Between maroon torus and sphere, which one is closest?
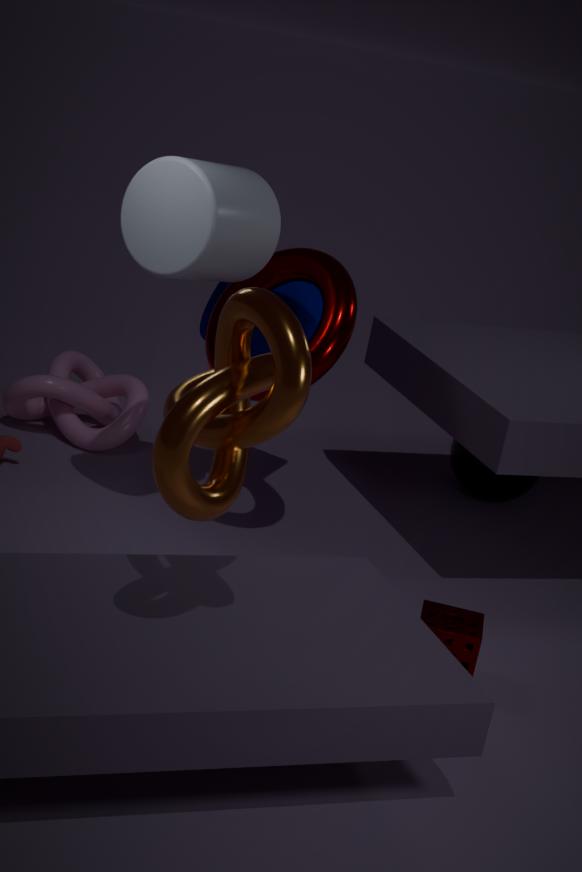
maroon torus
